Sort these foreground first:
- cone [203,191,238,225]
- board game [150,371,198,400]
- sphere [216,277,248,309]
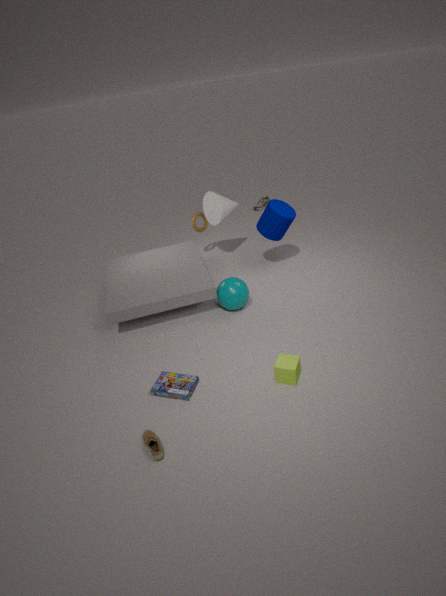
board game [150,371,198,400] → sphere [216,277,248,309] → cone [203,191,238,225]
